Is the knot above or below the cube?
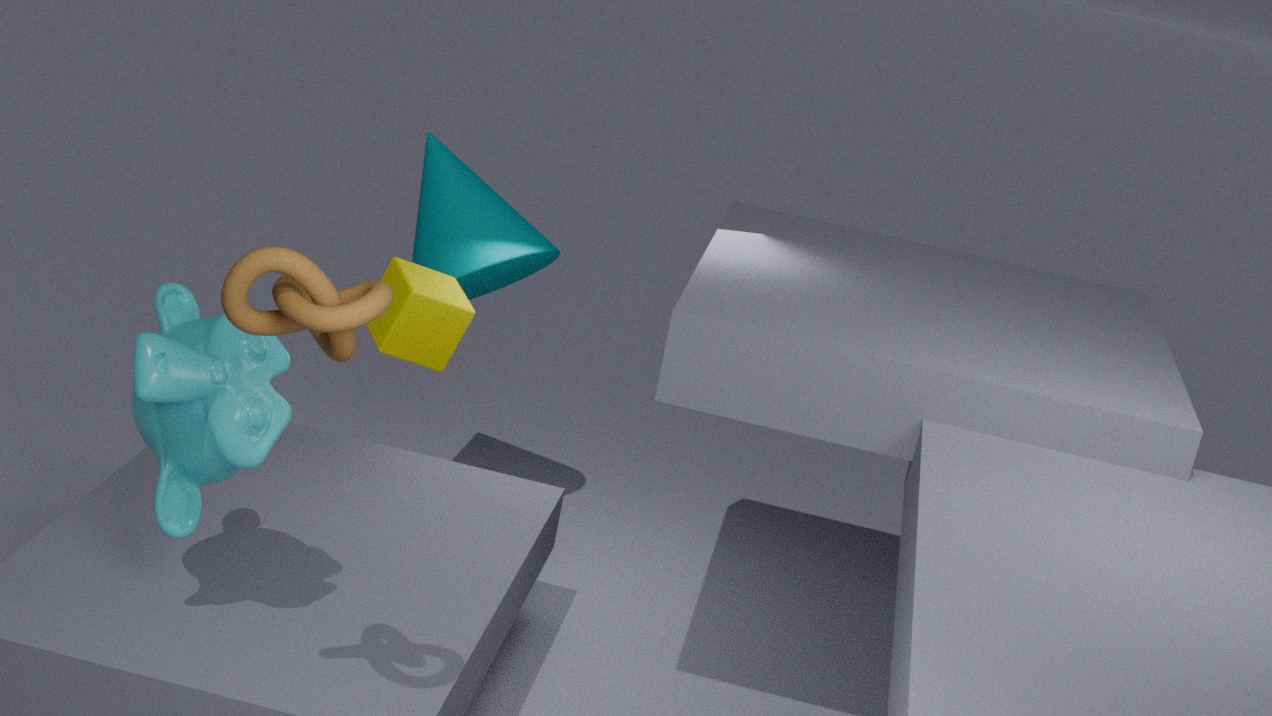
above
